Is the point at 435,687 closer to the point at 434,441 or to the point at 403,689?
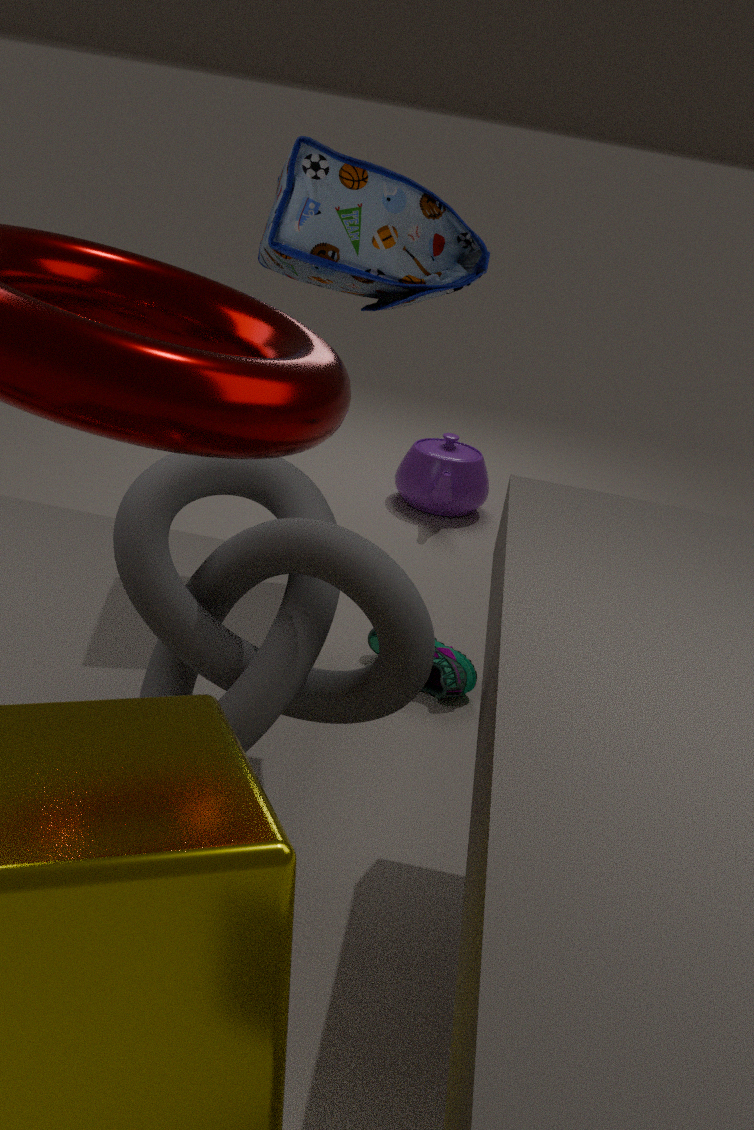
the point at 403,689
